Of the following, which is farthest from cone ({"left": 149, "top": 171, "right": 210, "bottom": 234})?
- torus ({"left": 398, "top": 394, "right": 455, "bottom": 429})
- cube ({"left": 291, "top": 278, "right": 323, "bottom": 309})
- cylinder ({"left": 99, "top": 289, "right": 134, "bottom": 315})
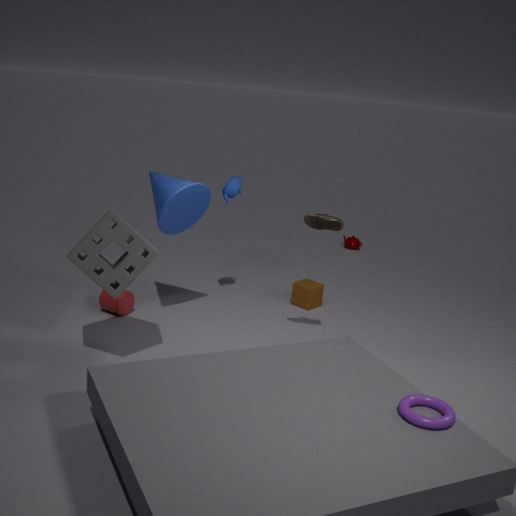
torus ({"left": 398, "top": 394, "right": 455, "bottom": 429})
